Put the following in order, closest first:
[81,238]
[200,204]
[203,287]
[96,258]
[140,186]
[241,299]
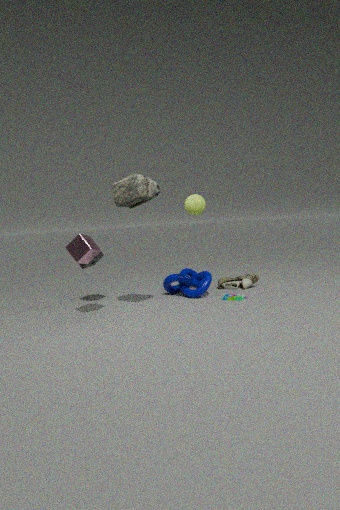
[140,186] < [81,238] < [200,204] < [241,299] < [96,258] < [203,287]
